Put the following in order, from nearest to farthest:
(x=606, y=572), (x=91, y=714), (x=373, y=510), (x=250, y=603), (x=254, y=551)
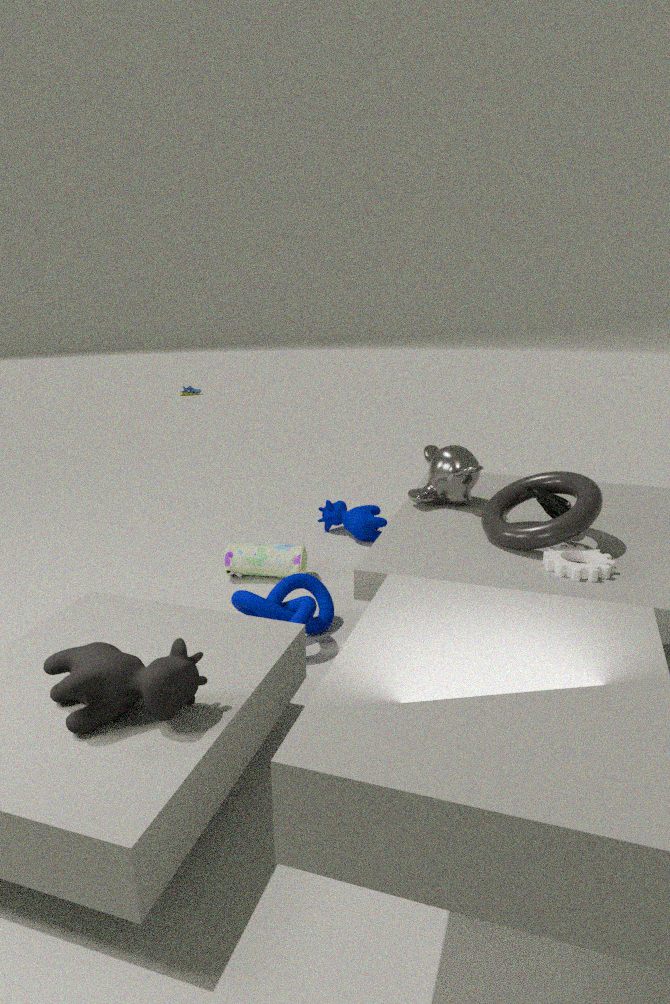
1. (x=91, y=714)
2. (x=606, y=572)
3. (x=250, y=603)
4. (x=254, y=551)
5. (x=373, y=510)
